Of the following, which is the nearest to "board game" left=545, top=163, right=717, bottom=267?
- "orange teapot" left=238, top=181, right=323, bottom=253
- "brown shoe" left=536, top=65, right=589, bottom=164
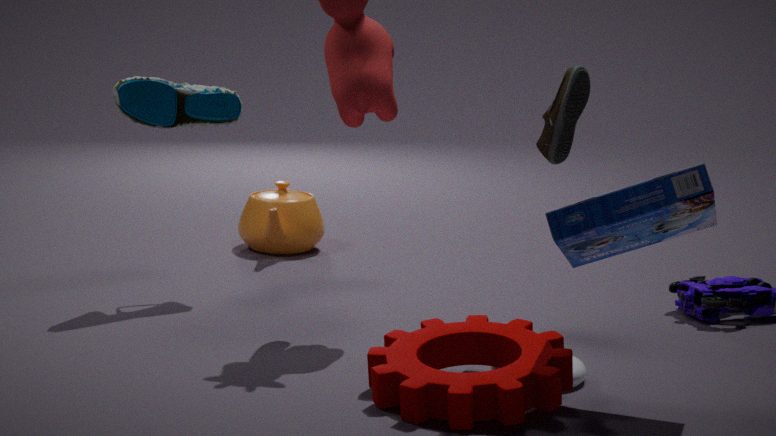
"brown shoe" left=536, top=65, right=589, bottom=164
